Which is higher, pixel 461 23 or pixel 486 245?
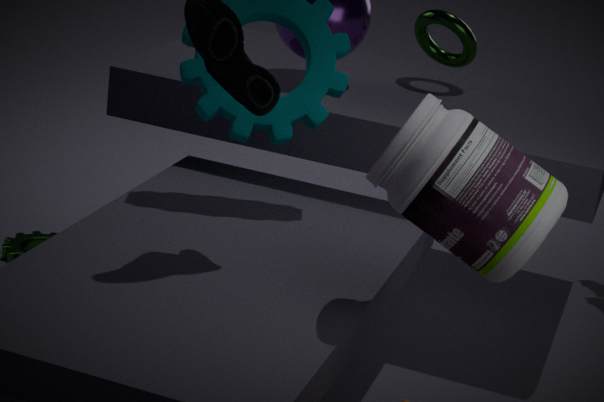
pixel 461 23
